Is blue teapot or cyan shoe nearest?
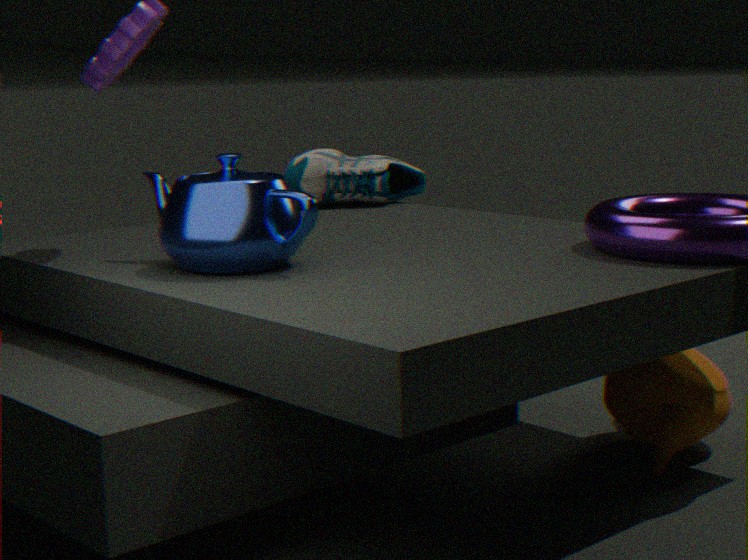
blue teapot
